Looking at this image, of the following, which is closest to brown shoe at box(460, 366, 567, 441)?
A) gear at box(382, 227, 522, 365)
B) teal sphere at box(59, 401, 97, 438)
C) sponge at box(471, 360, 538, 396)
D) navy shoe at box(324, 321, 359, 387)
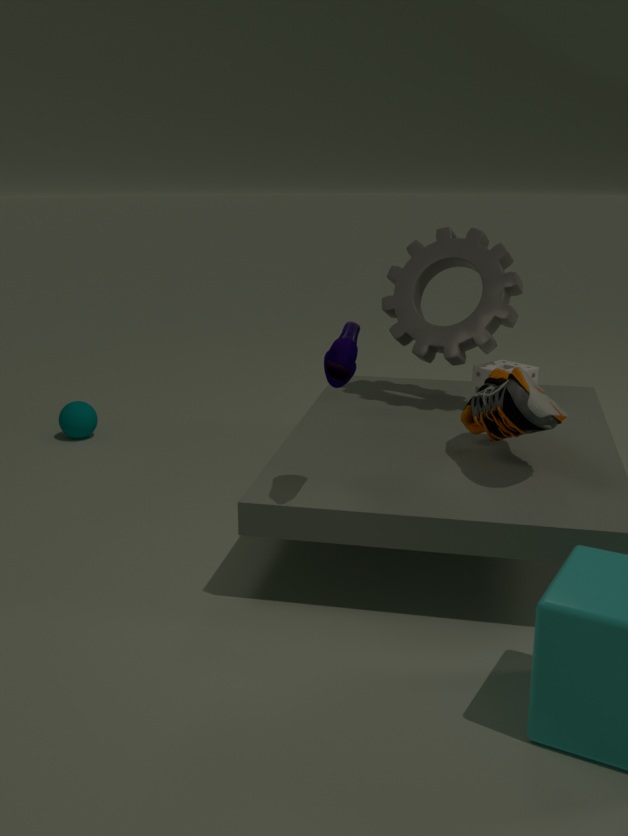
sponge at box(471, 360, 538, 396)
